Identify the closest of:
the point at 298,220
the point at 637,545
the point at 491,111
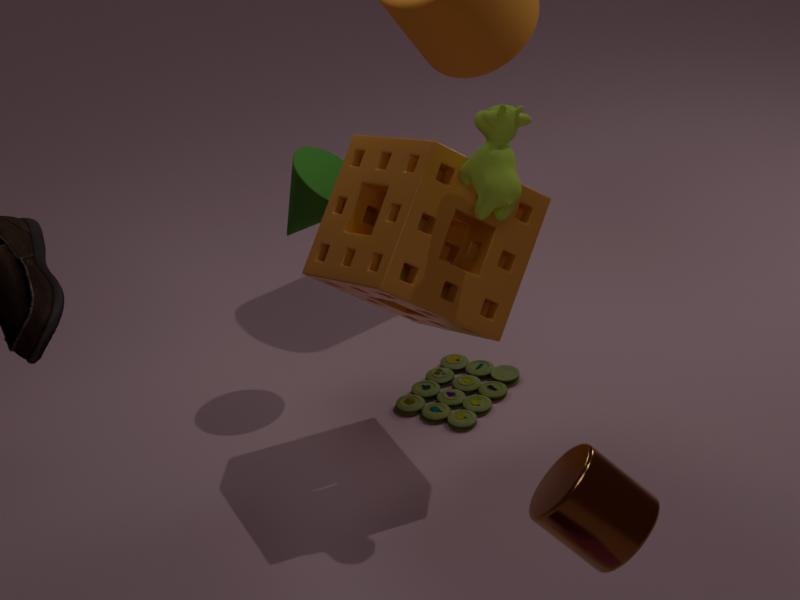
the point at 637,545
